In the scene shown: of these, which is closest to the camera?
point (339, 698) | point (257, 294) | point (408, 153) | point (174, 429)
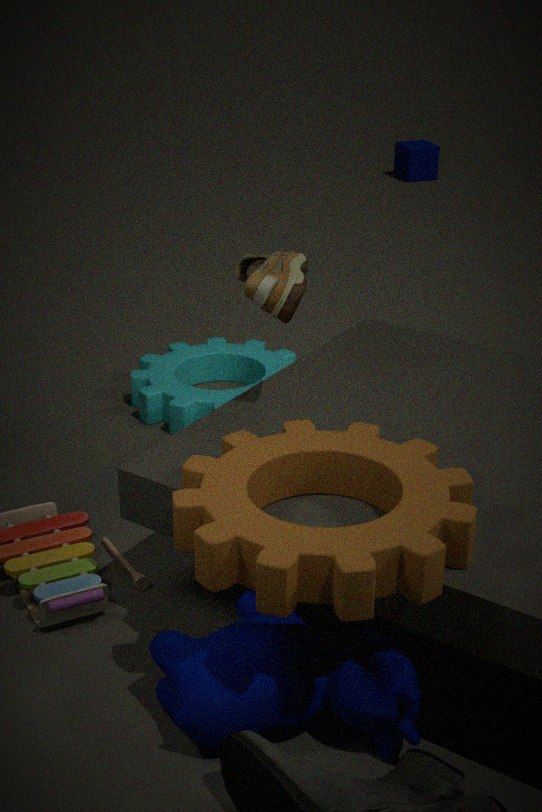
point (339, 698)
